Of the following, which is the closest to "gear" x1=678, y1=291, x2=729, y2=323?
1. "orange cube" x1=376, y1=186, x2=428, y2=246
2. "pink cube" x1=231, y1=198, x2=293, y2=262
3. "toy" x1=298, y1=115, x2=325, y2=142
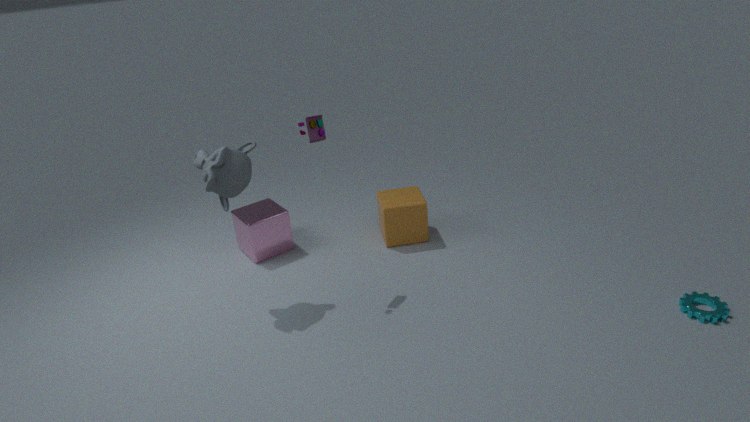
"orange cube" x1=376, y1=186, x2=428, y2=246
